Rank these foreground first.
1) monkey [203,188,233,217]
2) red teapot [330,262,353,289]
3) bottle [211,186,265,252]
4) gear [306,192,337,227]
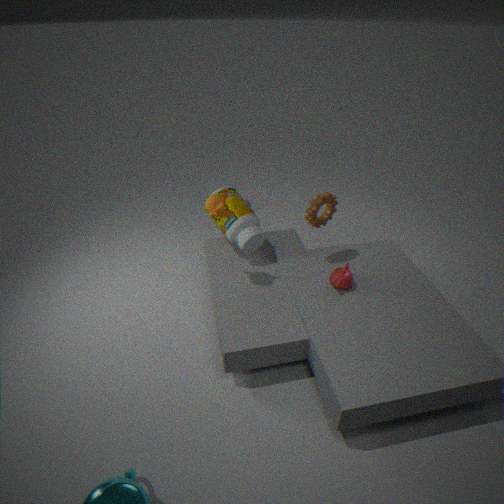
1. 1. monkey [203,188,233,217]
2. 2. red teapot [330,262,353,289]
3. 4. gear [306,192,337,227]
4. 3. bottle [211,186,265,252]
